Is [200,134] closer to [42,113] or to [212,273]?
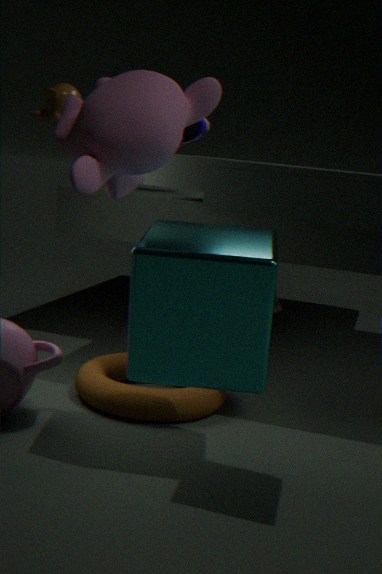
[42,113]
